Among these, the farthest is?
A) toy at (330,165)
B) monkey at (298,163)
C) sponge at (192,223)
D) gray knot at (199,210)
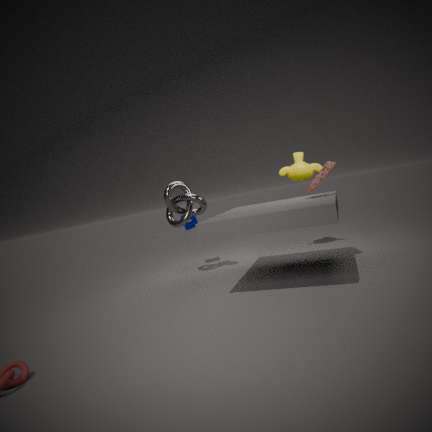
C. sponge at (192,223)
